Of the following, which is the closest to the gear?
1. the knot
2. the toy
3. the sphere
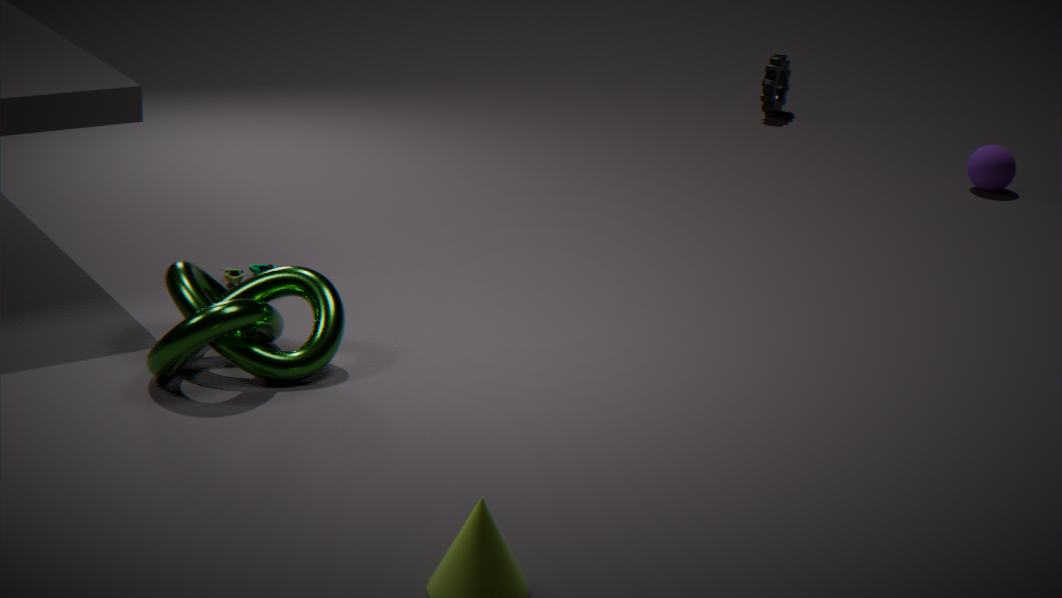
the sphere
